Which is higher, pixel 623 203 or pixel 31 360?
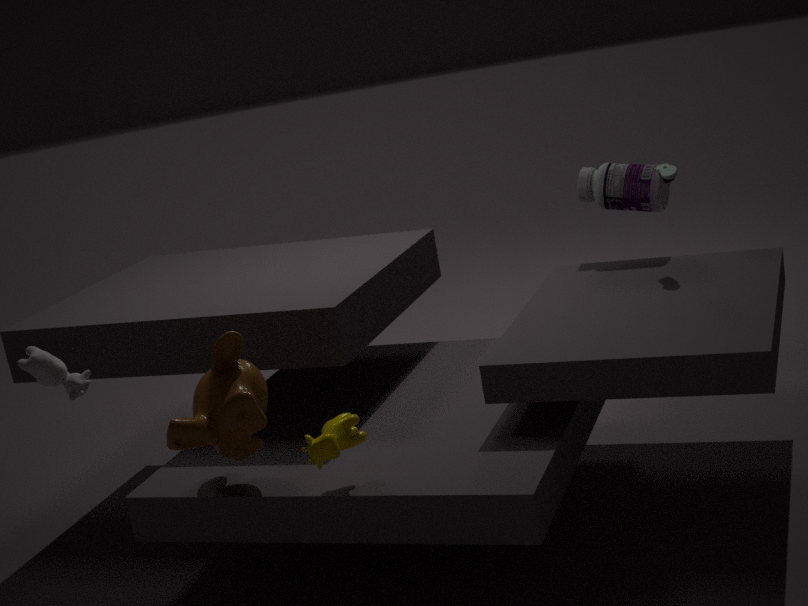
pixel 623 203
